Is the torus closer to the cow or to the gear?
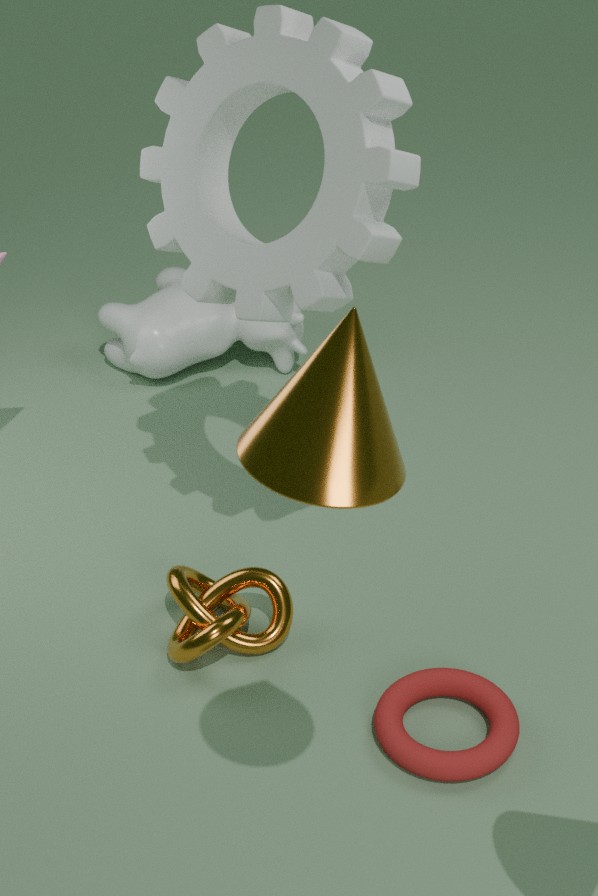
the gear
